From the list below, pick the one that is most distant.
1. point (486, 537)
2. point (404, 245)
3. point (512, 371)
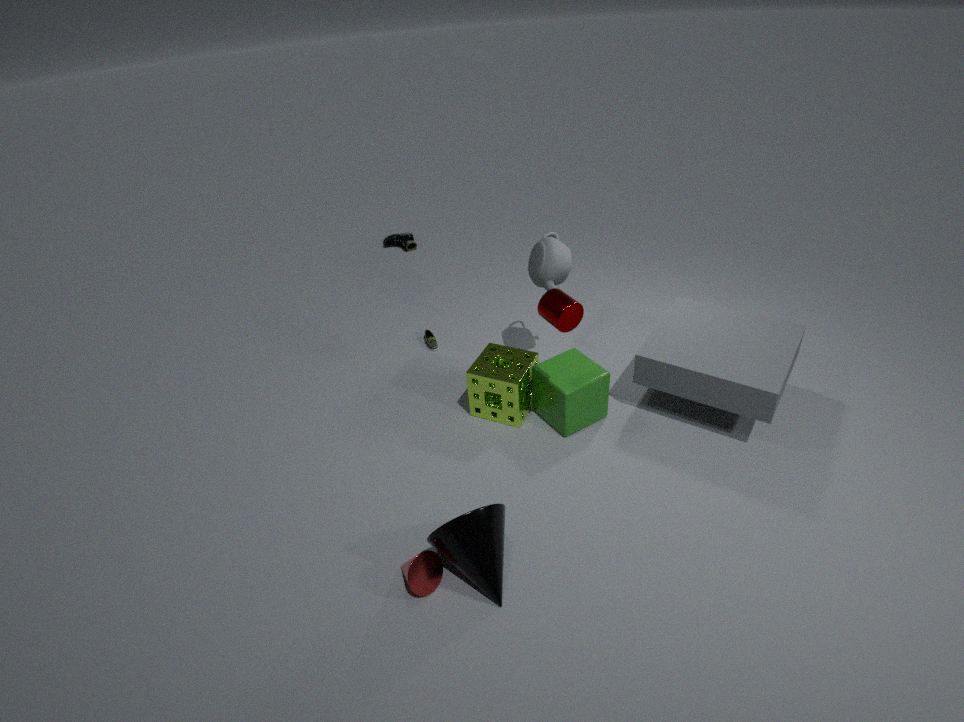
point (404, 245)
